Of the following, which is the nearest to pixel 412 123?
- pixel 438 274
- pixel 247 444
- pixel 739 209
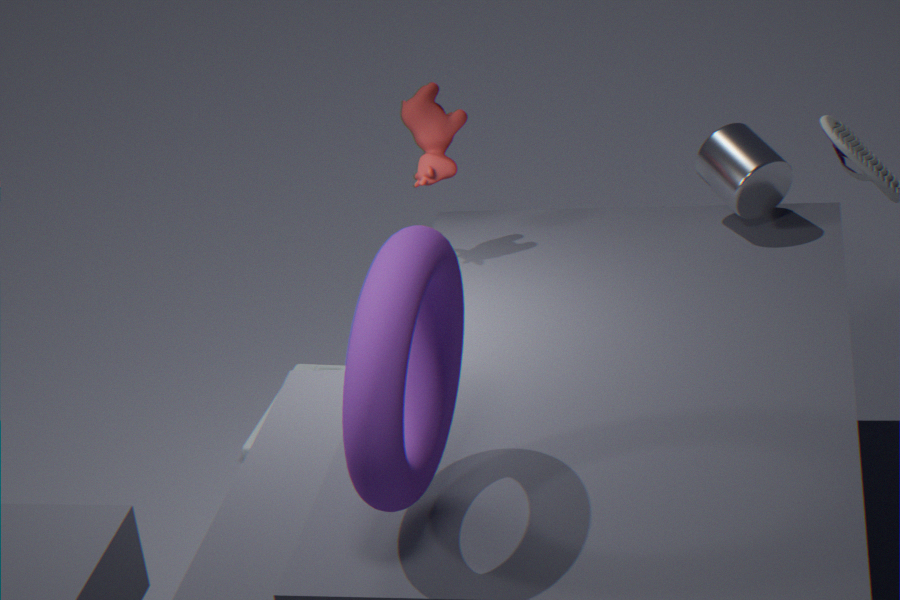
pixel 739 209
